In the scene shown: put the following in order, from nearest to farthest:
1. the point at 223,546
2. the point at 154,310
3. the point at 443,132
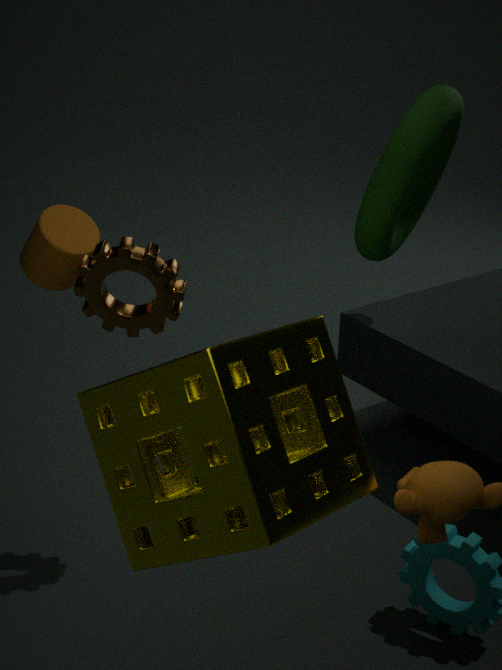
the point at 223,546 < the point at 154,310 < the point at 443,132
